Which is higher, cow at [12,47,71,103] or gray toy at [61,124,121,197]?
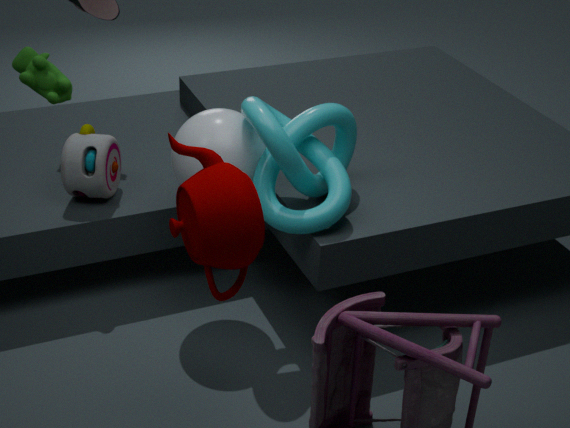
cow at [12,47,71,103]
